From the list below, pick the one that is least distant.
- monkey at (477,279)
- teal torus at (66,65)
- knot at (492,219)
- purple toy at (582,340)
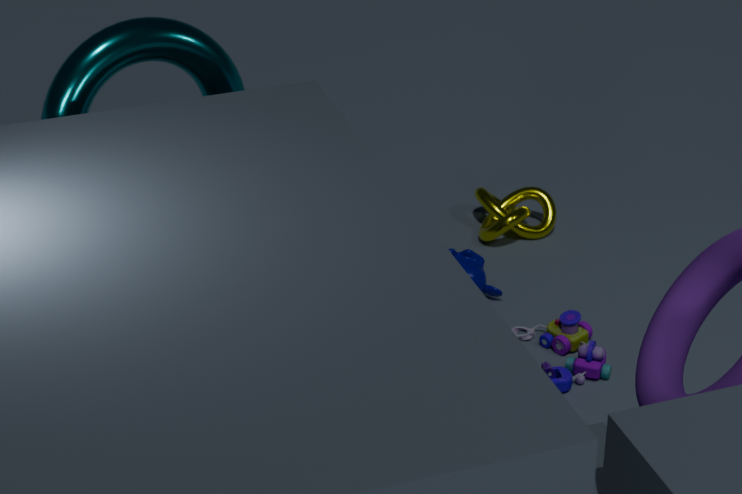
teal torus at (66,65)
